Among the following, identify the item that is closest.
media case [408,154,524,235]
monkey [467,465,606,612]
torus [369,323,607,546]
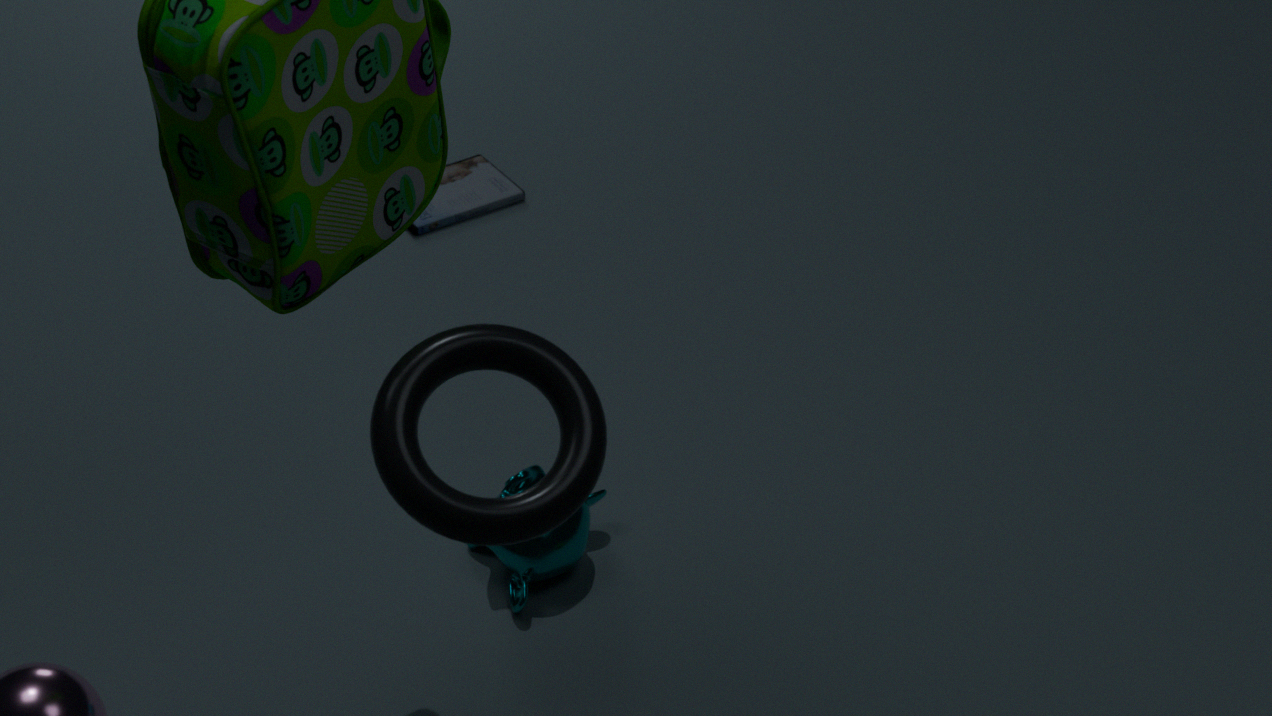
torus [369,323,607,546]
